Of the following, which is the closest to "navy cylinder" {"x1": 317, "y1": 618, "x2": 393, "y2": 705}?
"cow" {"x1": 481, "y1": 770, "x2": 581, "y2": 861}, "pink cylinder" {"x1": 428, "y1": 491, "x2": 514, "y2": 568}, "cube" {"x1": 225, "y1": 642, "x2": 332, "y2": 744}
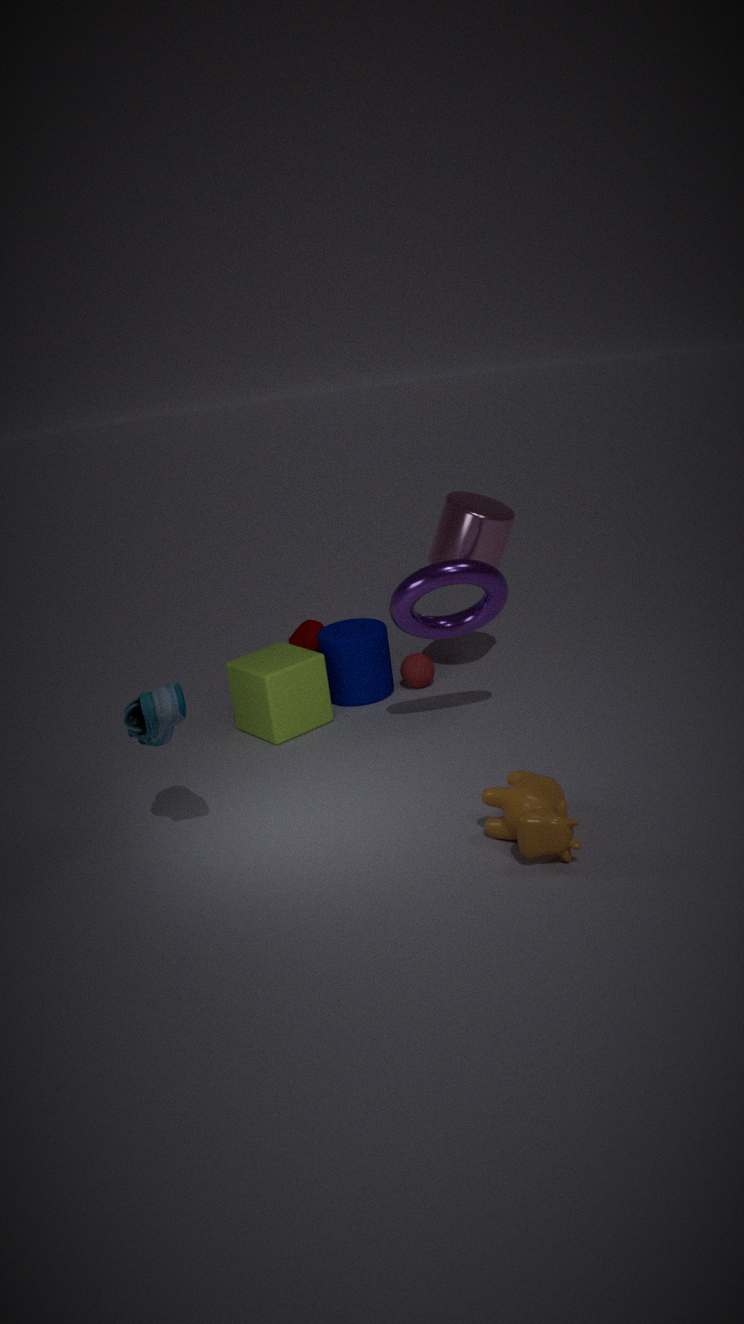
"cube" {"x1": 225, "y1": 642, "x2": 332, "y2": 744}
